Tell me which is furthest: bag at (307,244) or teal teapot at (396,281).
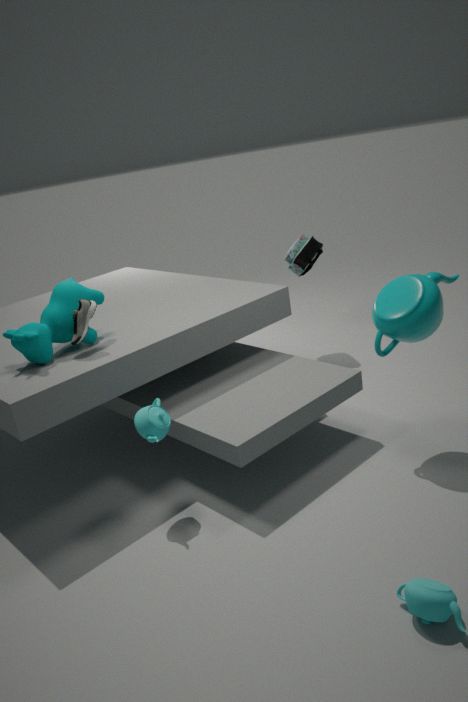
bag at (307,244)
